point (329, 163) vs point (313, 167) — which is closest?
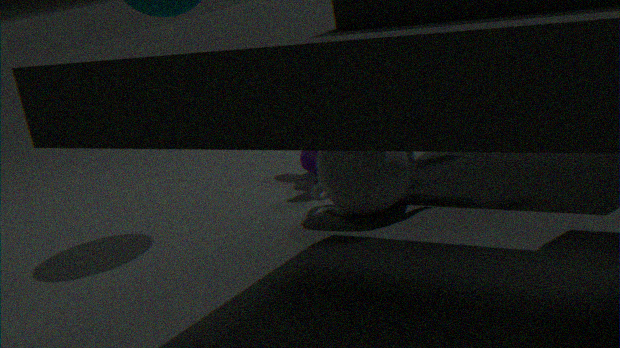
point (329, 163)
